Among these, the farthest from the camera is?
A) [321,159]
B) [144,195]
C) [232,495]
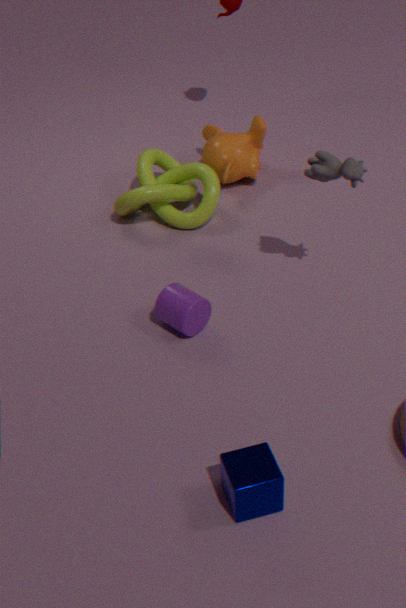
[144,195]
